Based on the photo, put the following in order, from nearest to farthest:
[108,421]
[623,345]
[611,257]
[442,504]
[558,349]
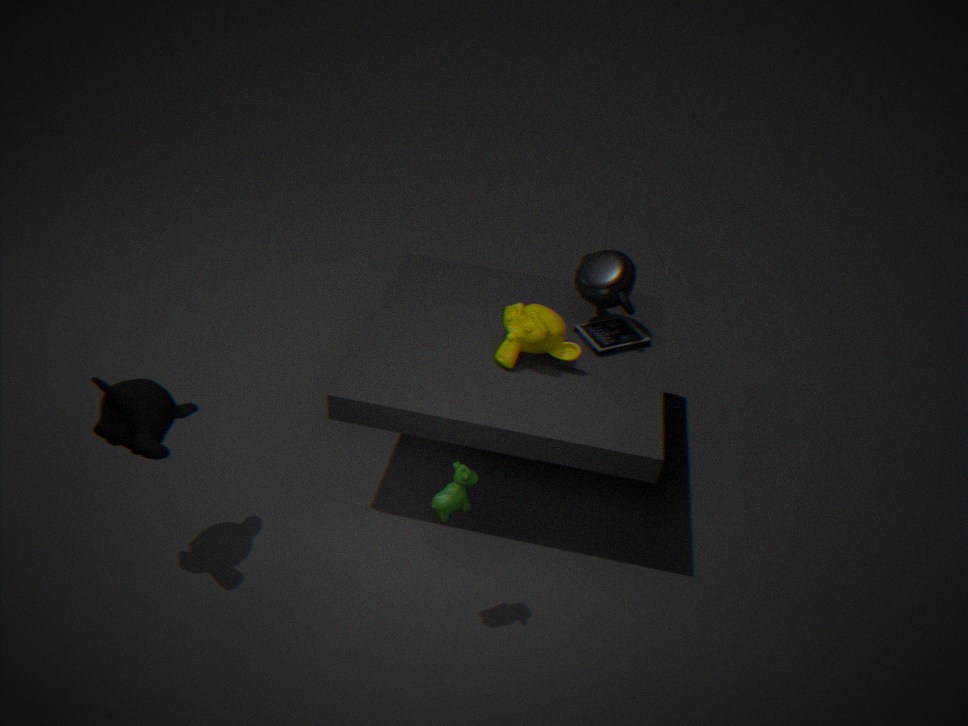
[442,504] → [108,421] → [558,349] → [611,257] → [623,345]
